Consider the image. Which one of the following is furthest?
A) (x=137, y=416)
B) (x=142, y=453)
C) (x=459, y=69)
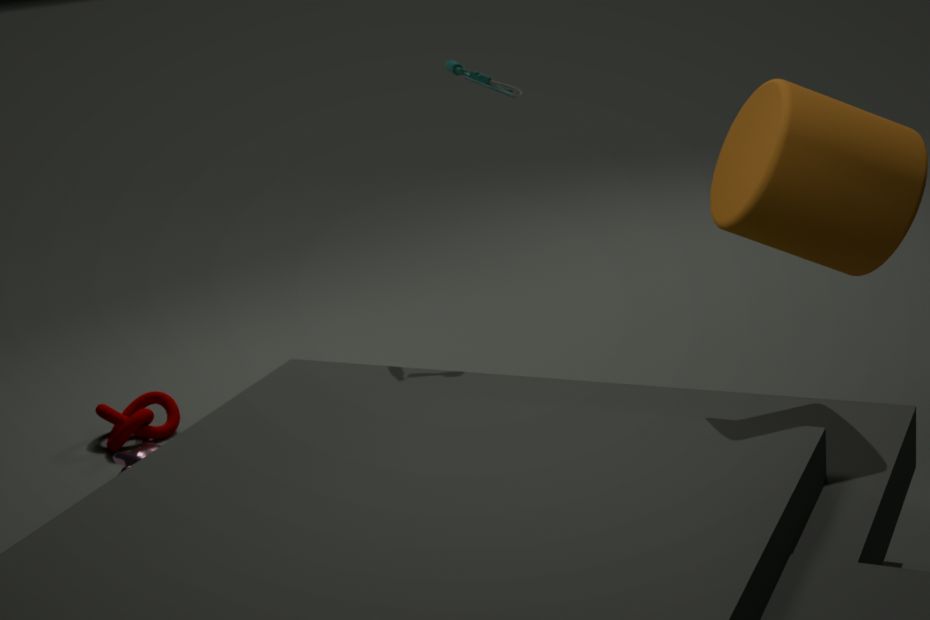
(x=137, y=416)
